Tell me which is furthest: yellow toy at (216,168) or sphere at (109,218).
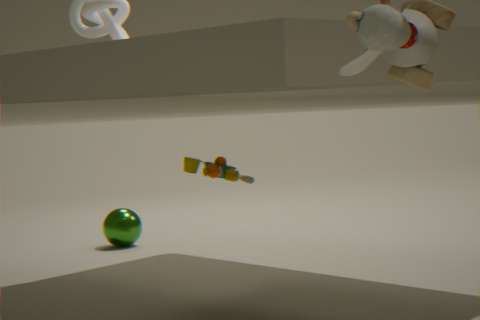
sphere at (109,218)
